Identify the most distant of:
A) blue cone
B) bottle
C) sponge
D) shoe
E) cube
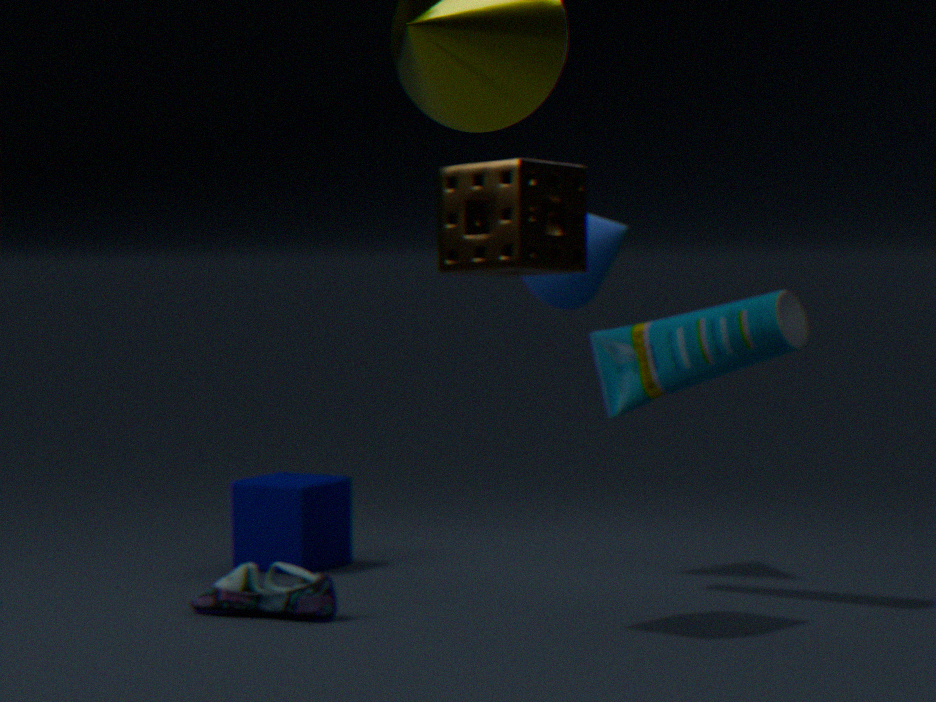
cube
